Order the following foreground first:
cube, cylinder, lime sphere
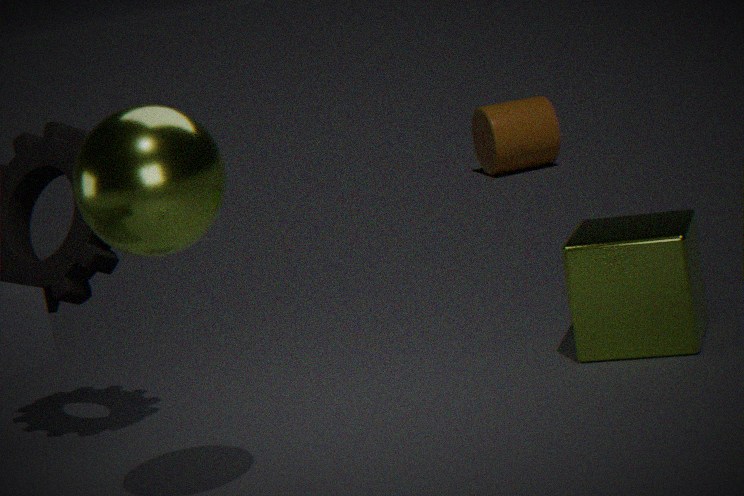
lime sphere, cube, cylinder
